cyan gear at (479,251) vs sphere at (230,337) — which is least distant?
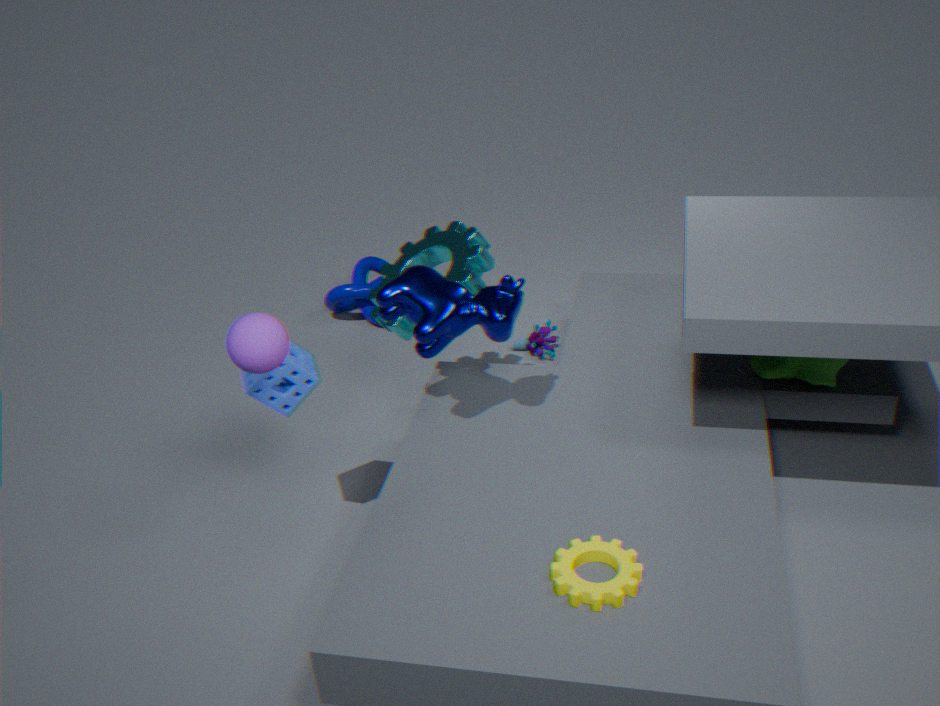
sphere at (230,337)
